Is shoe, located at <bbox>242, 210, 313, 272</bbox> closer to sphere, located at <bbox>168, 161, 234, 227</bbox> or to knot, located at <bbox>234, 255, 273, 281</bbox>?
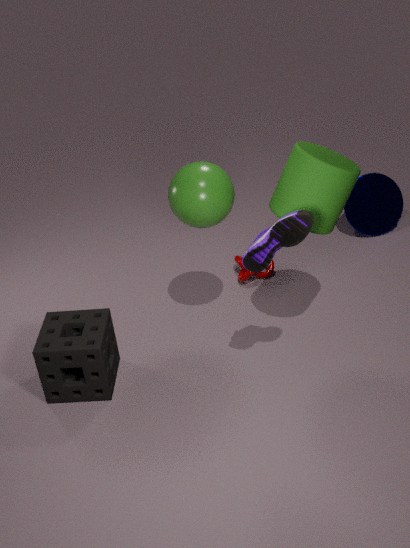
sphere, located at <bbox>168, 161, 234, 227</bbox>
